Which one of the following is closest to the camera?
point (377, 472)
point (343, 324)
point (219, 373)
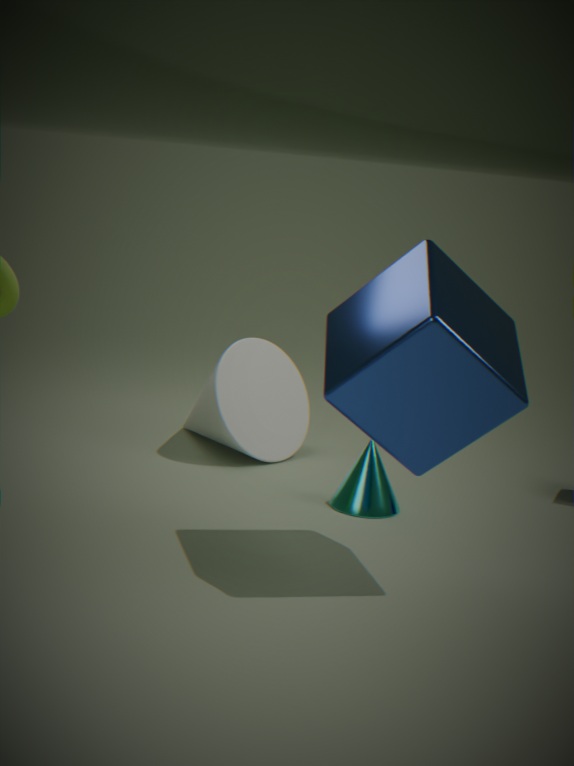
point (343, 324)
